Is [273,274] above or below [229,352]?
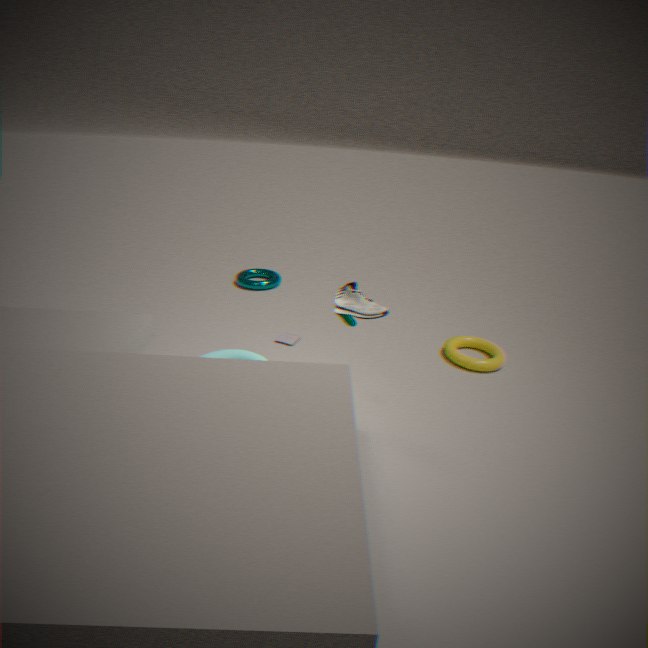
below
